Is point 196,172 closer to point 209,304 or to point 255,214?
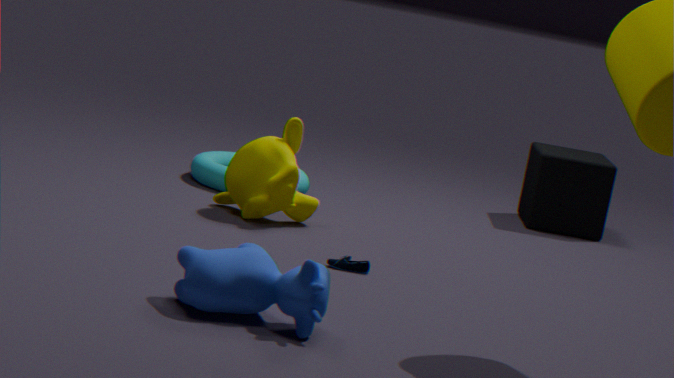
point 255,214
